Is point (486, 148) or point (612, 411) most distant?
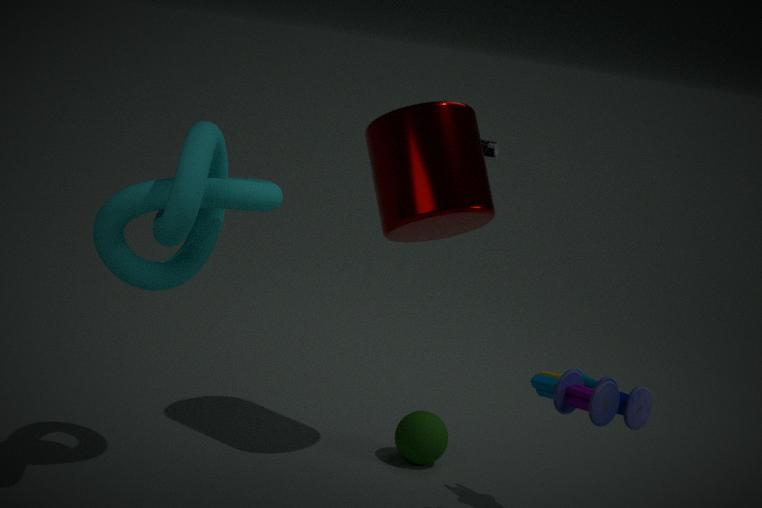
point (486, 148)
